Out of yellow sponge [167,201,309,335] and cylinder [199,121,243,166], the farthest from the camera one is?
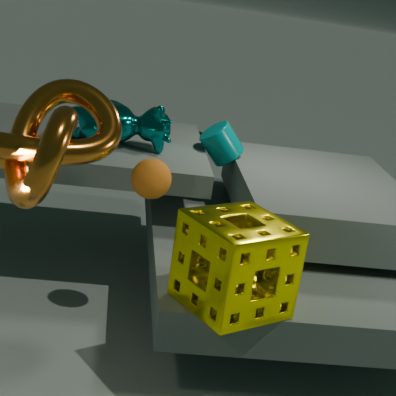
cylinder [199,121,243,166]
